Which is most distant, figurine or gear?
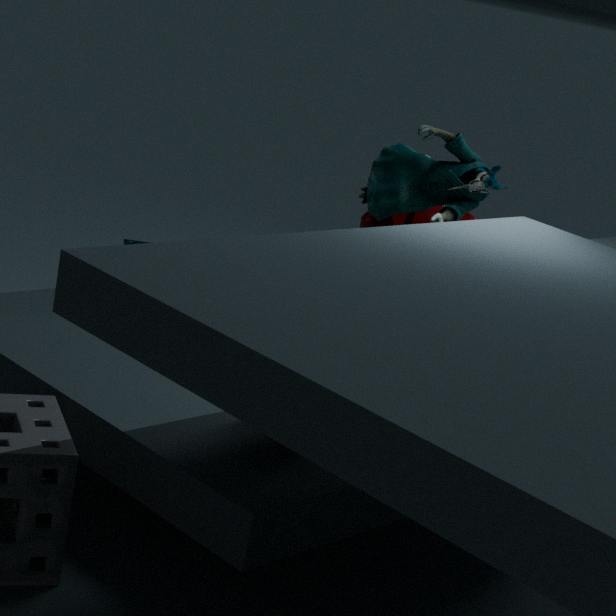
gear
